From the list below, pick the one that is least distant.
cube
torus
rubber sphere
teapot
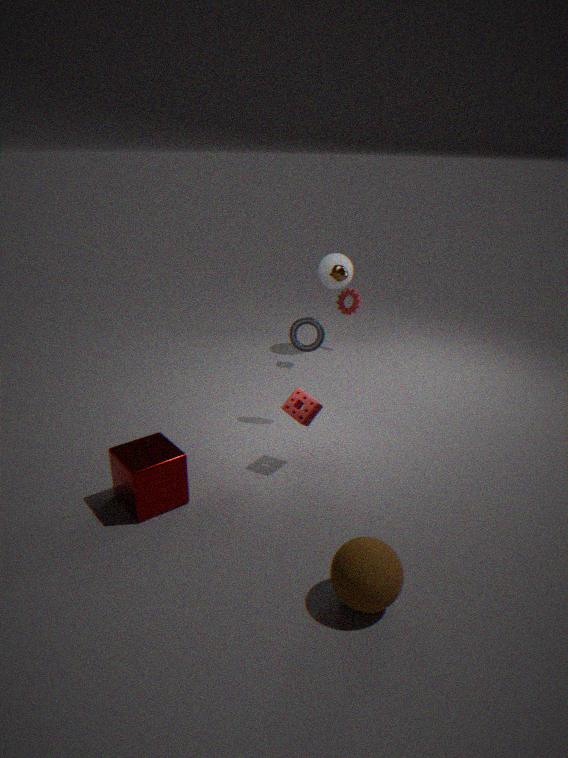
rubber sphere
